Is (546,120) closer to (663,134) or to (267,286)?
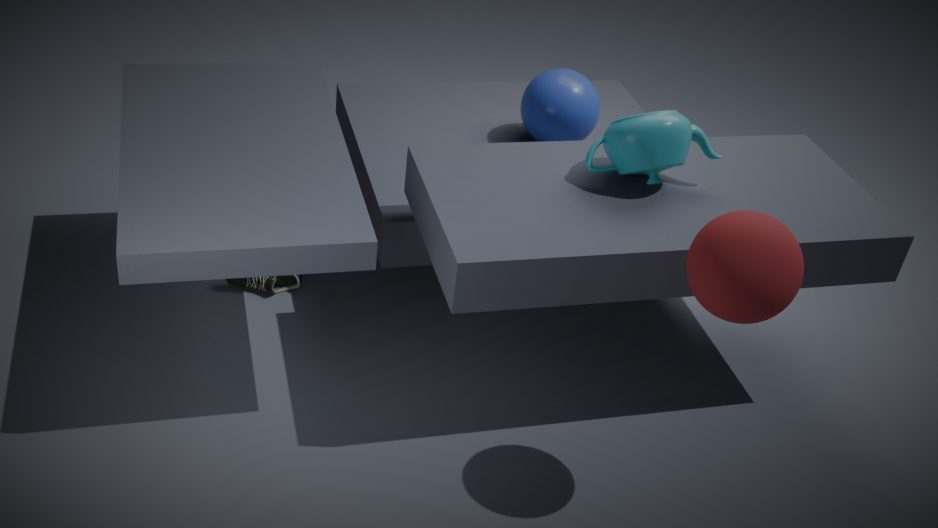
(663,134)
